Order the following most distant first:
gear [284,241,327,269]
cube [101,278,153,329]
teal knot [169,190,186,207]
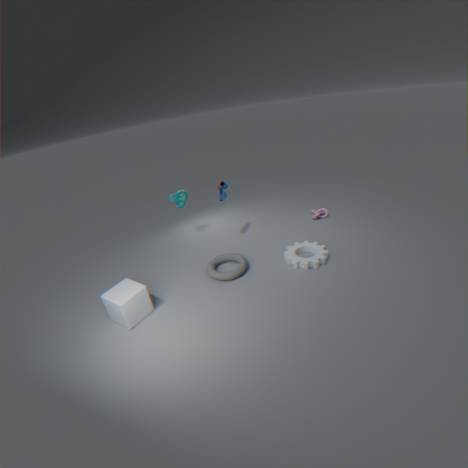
teal knot [169,190,186,207] < gear [284,241,327,269] < cube [101,278,153,329]
